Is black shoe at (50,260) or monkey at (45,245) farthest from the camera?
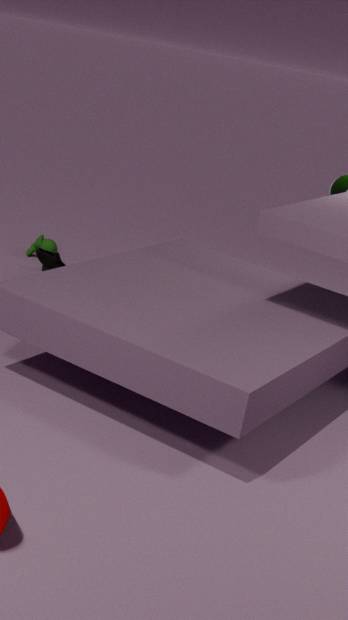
monkey at (45,245)
